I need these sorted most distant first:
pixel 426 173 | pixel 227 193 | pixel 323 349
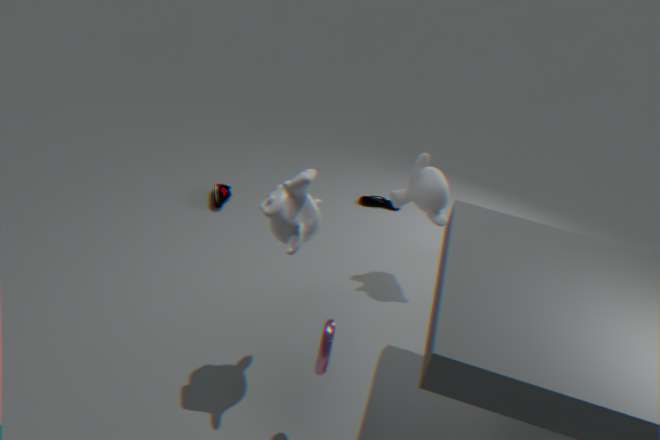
pixel 227 193
pixel 426 173
pixel 323 349
